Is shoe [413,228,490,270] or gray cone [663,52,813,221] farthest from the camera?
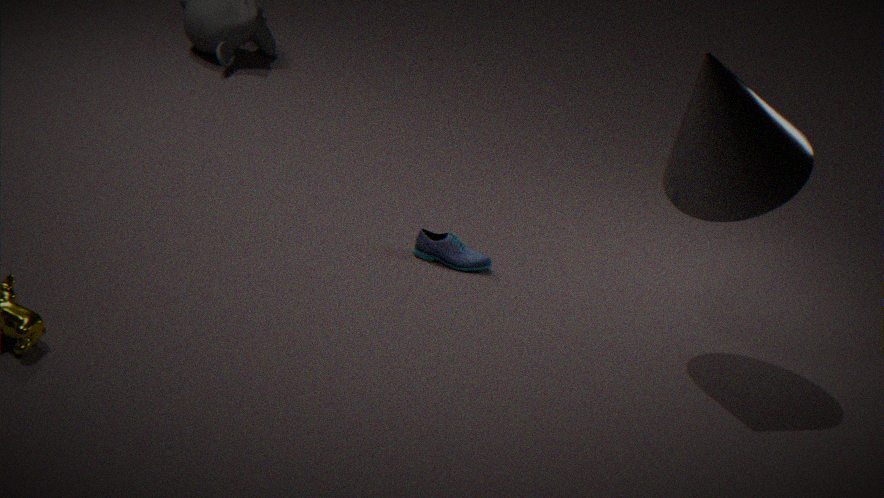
shoe [413,228,490,270]
